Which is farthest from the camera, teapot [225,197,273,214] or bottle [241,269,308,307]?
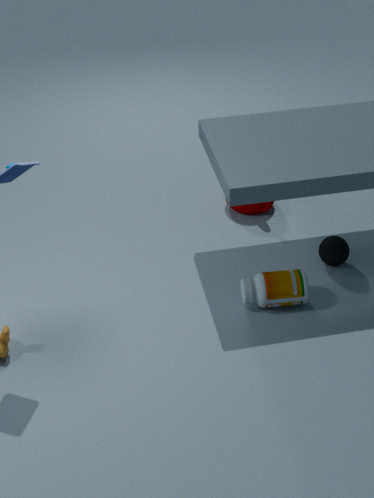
teapot [225,197,273,214]
